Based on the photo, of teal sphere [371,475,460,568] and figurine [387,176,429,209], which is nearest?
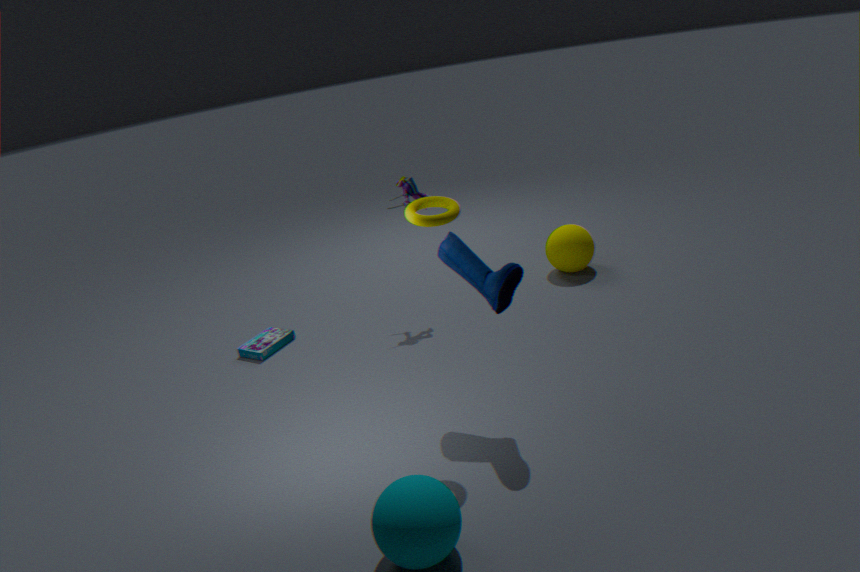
teal sphere [371,475,460,568]
